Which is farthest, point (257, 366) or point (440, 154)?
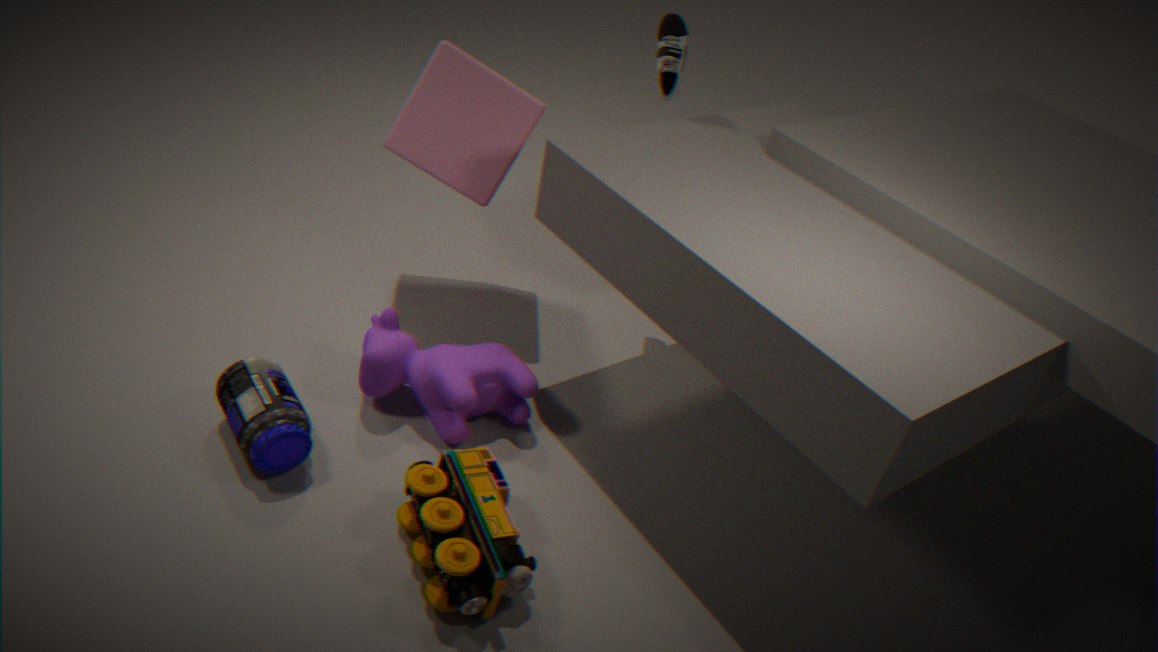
point (440, 154)
